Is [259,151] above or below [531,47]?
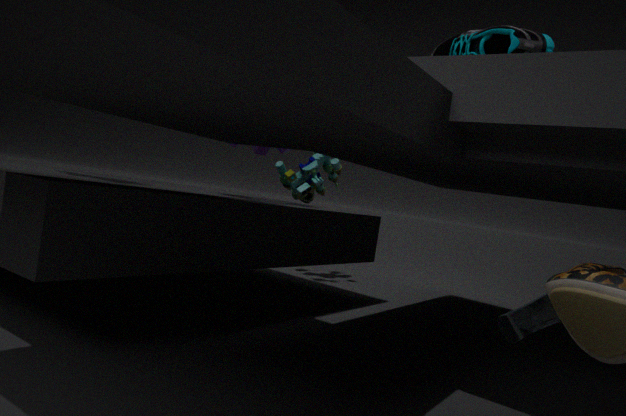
below
